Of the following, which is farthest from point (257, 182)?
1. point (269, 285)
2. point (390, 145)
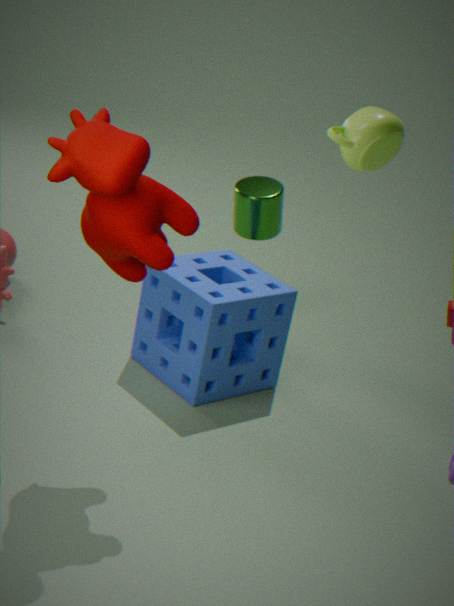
point (390, 145)
